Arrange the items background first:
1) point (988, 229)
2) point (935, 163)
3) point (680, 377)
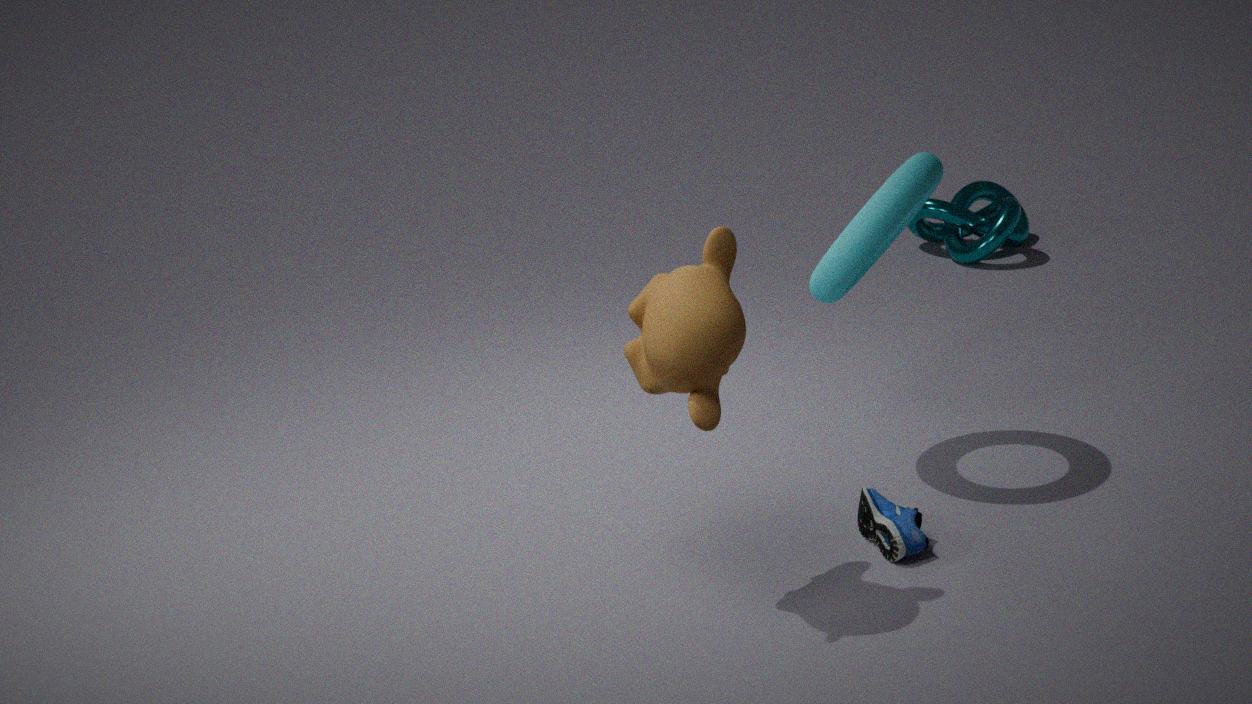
1. point (988, 229)
2. point (935, 163)
3. point (680, 377)
